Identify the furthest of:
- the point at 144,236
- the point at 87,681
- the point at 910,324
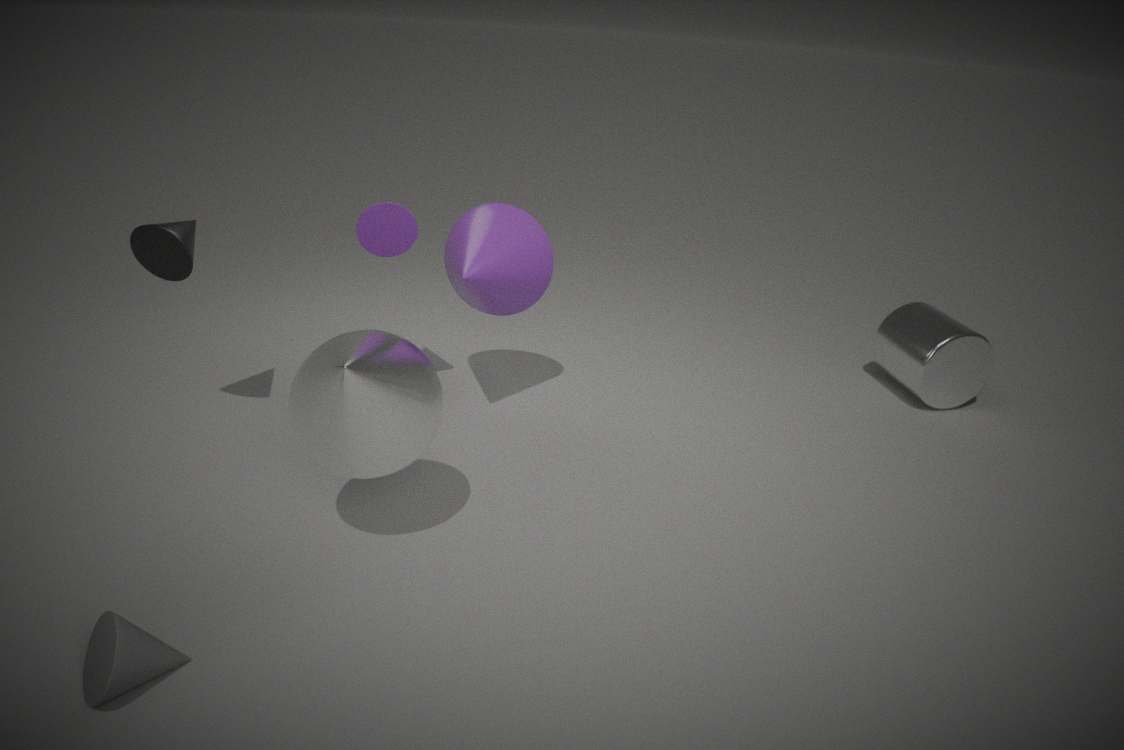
the point at 910,324
